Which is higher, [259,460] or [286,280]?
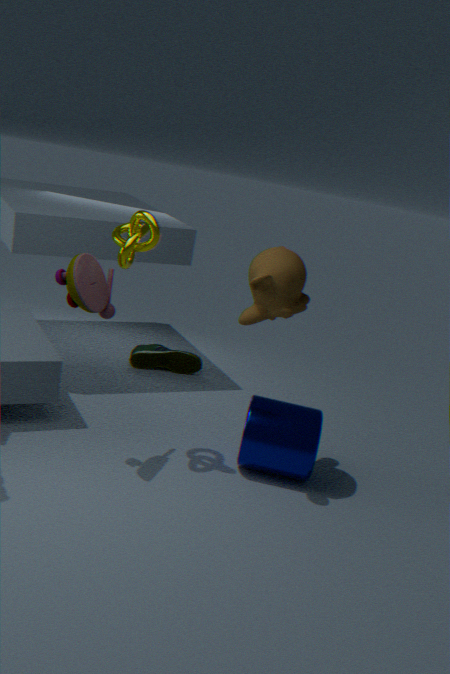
[286,280]
